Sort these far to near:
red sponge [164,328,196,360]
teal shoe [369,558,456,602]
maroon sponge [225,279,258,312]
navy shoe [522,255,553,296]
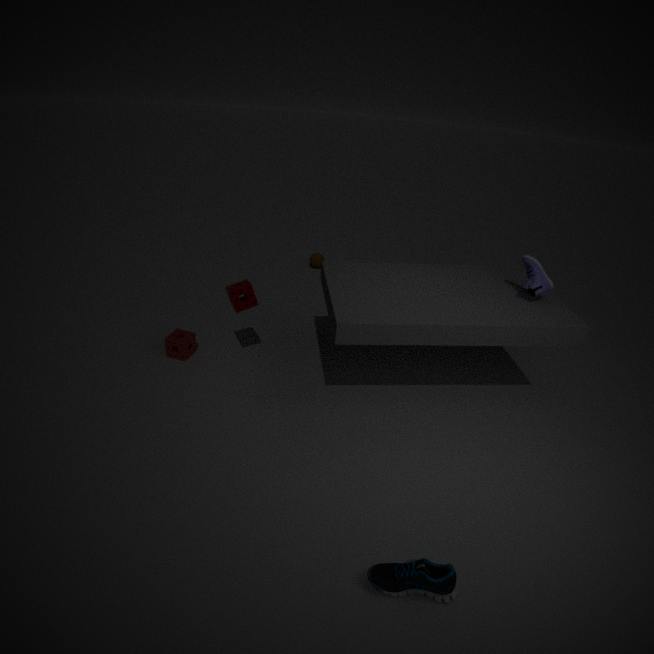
red sponge [164,328,196,360], maroon sponge [225,279,258,312], navy shoe [522,255,553,296], teal shoe [369,558,456,602]
